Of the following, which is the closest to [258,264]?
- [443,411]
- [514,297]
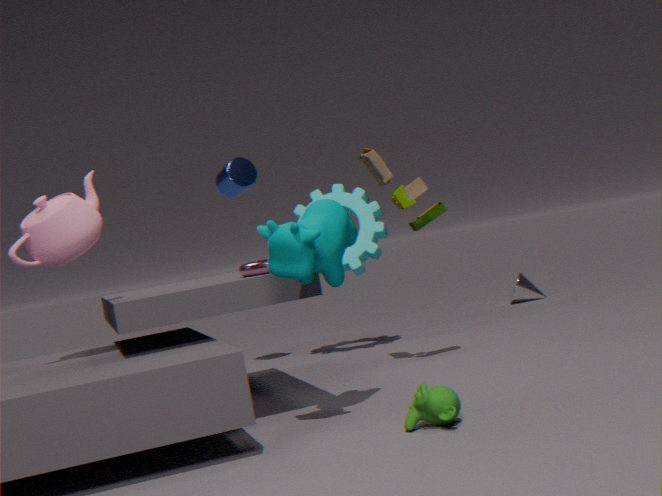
[443,411]
